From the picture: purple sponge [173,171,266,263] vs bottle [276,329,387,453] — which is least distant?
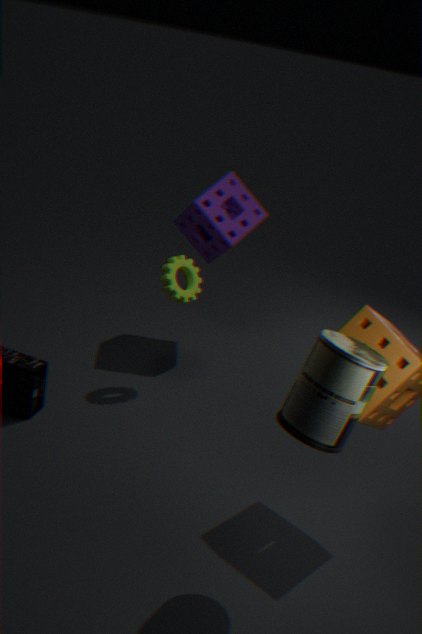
bottle [276,329,387,453]
